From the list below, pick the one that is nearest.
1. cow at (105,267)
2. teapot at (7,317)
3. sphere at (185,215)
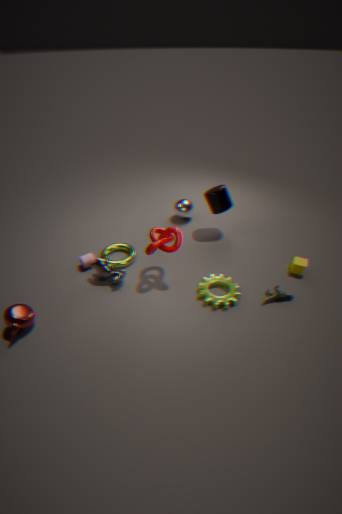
teapot at (7,317)
